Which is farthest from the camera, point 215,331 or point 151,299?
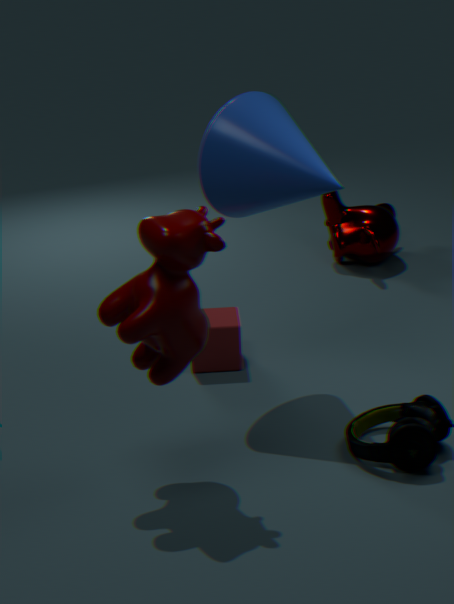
point 215,331
